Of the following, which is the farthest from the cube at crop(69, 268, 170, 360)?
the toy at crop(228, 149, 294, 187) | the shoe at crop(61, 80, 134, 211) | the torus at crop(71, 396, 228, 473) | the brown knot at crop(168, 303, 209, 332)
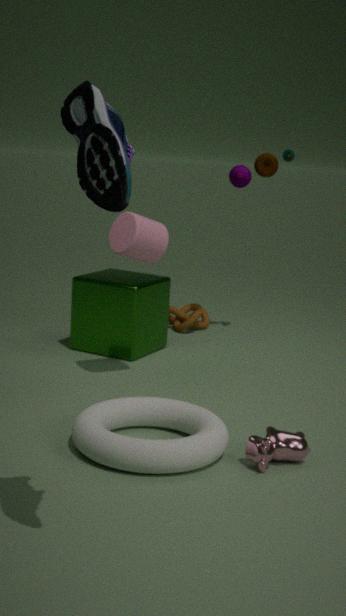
the shoe at crop(61, 80, 134, 211)
